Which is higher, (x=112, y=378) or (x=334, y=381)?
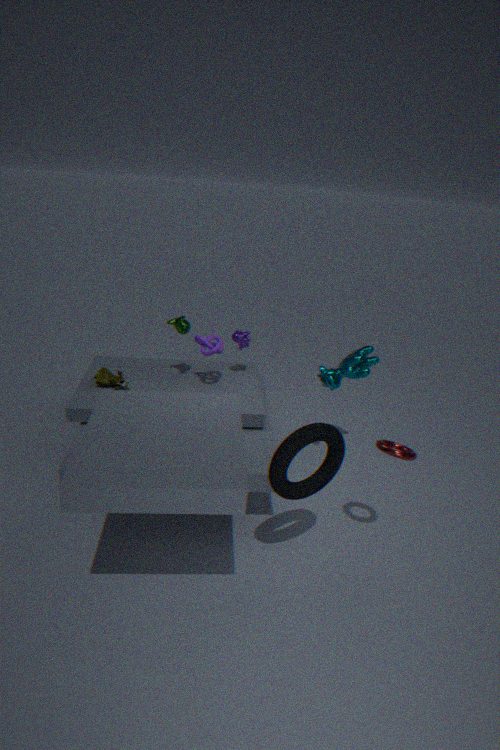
(x=334, y=381)
